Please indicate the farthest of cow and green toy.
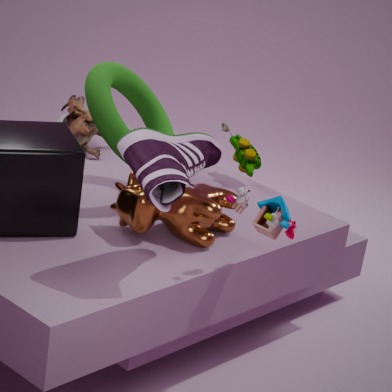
green toy
